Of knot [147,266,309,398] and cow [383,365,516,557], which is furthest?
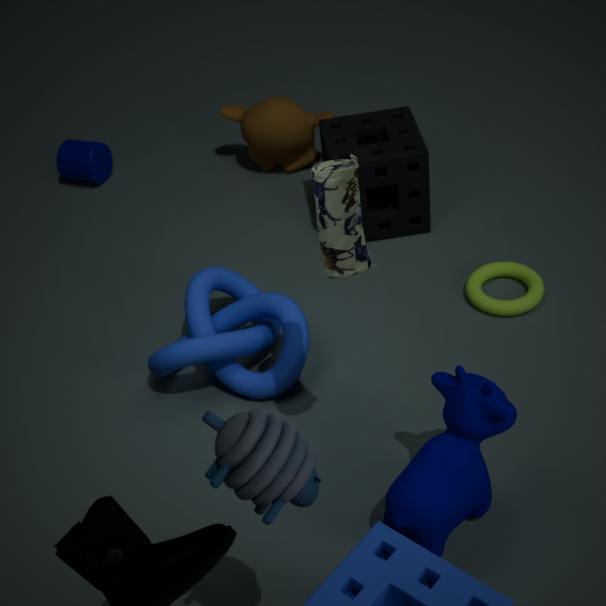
knot [147,266,309,398]
